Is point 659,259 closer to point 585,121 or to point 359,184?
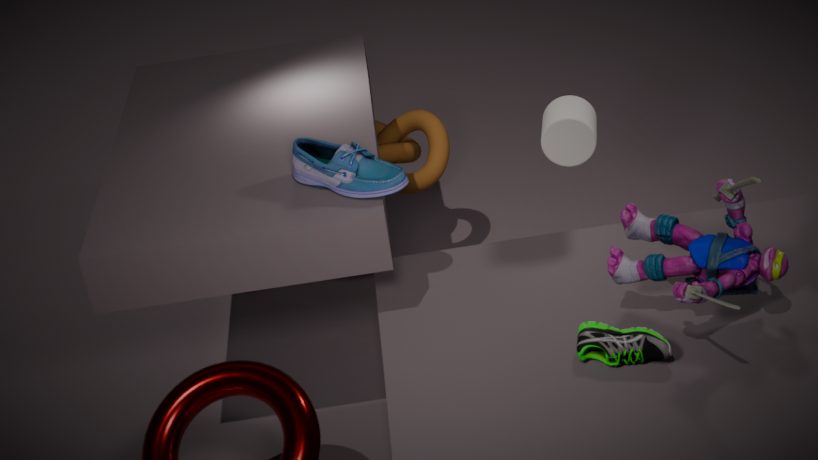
point 585,121
